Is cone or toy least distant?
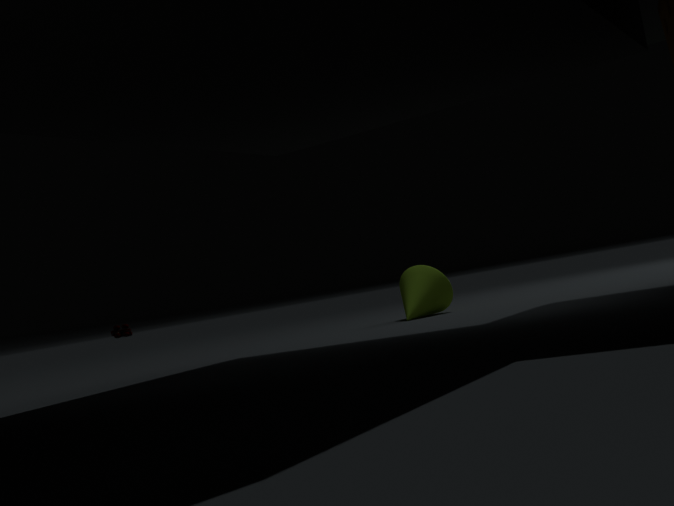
cone
